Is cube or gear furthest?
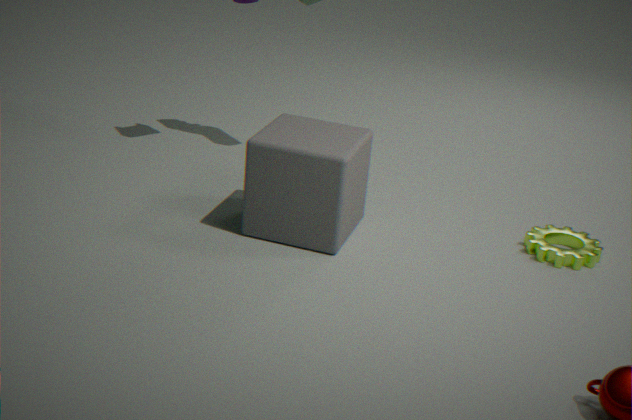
gear
